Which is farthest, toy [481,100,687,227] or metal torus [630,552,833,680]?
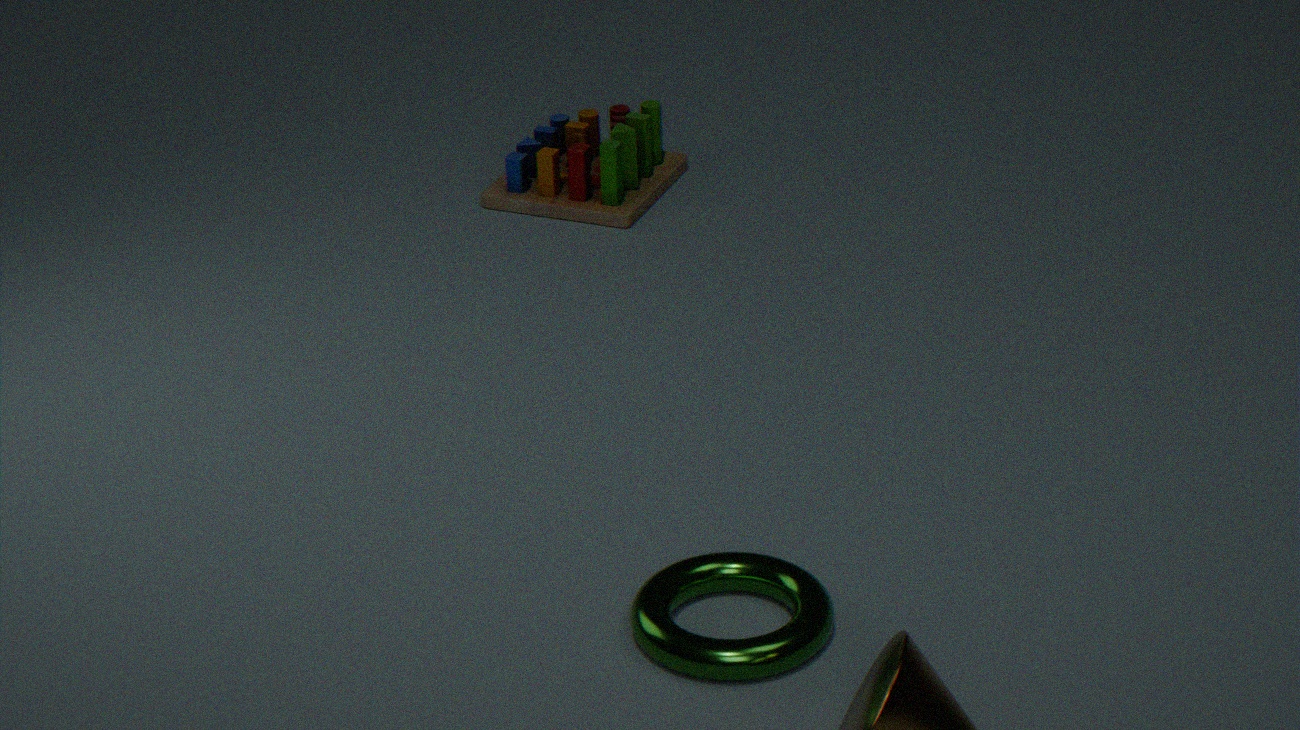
toy [481,100,687,227]
